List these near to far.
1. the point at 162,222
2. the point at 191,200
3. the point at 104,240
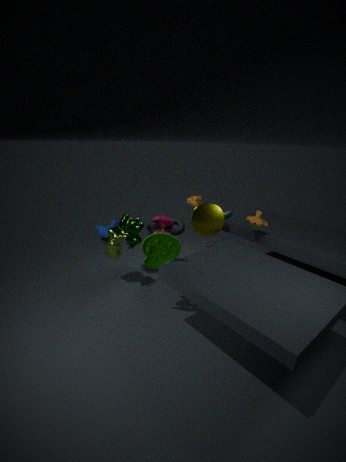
the point at 162,222
the point at 104,240
the point at 191,200
